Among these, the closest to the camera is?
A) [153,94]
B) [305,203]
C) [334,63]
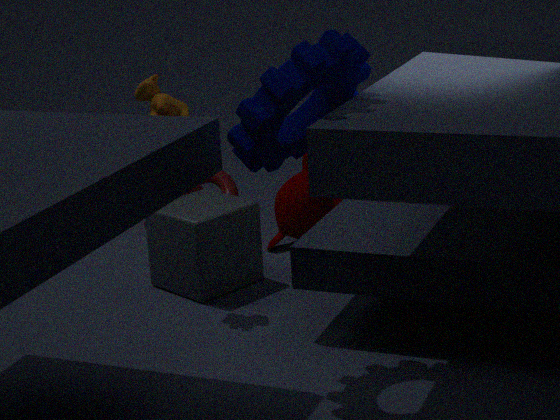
[334,63]
